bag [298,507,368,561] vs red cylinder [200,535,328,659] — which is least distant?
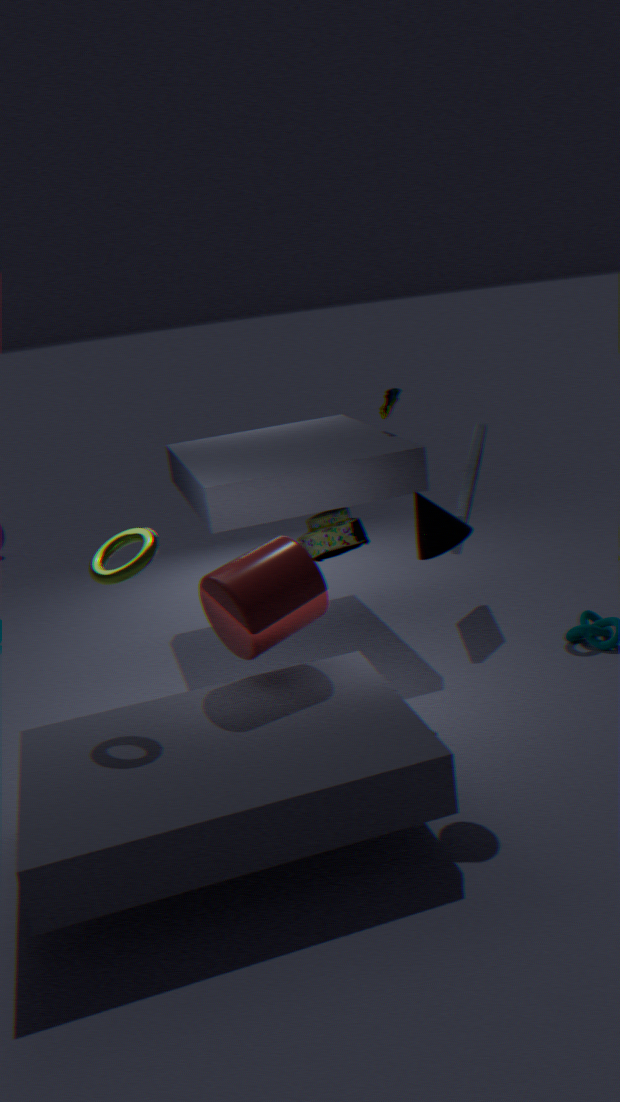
red cylinder [200,535,328,659]
